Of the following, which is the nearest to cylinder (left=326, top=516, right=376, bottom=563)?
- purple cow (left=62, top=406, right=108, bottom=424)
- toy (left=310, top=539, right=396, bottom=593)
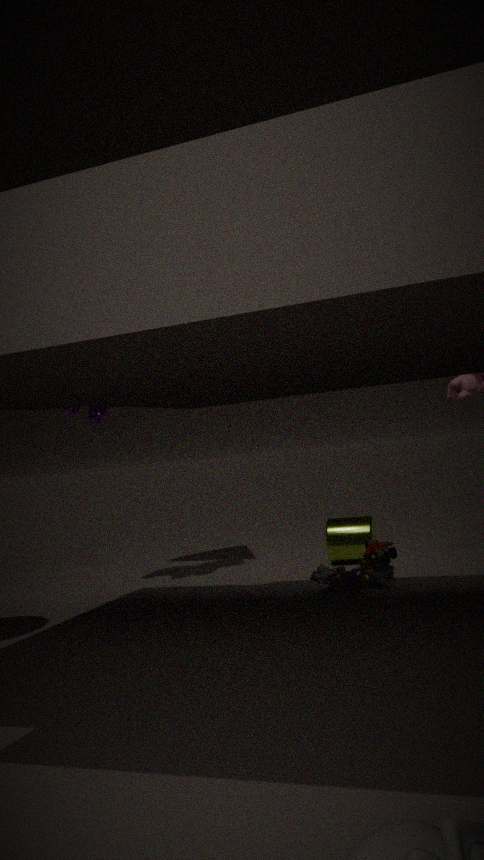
toy (left=310, top=539, right=396, bottom=593)
